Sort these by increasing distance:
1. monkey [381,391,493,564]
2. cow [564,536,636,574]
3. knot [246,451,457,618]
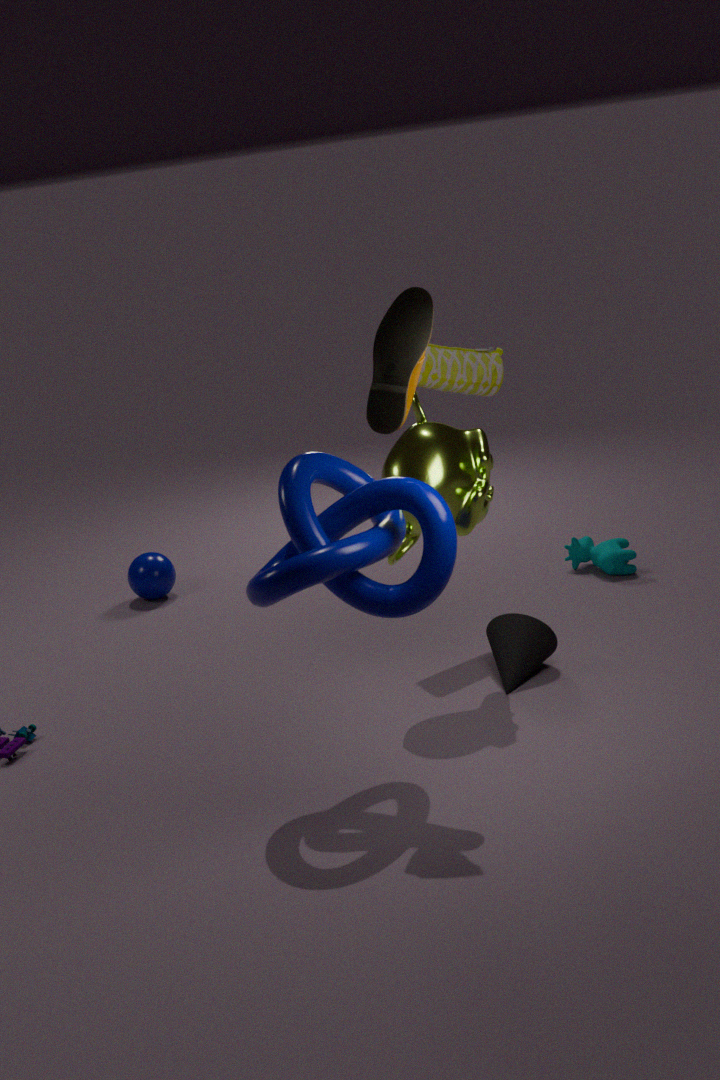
1. knot [246,451,457,618]
2. monkey [381,391,493,564]
3. cow [564,536,636,574]
